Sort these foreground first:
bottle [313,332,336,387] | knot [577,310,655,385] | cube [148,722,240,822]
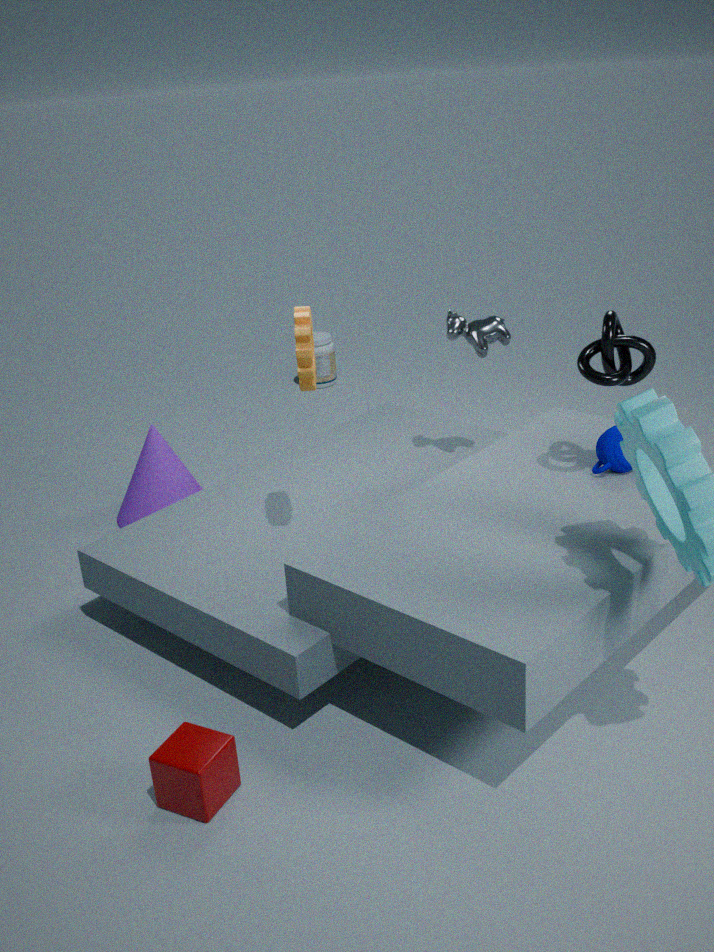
cube [148,722,240,822]
knot [577,310,655,385]
bottle [313,332,336,387]
